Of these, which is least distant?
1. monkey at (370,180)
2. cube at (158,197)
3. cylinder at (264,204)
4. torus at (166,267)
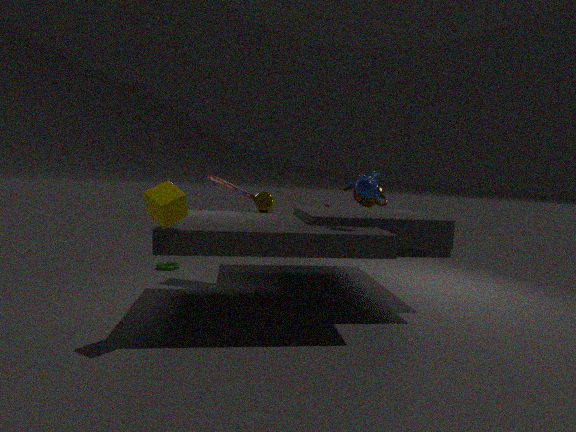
cube at (158,197)
